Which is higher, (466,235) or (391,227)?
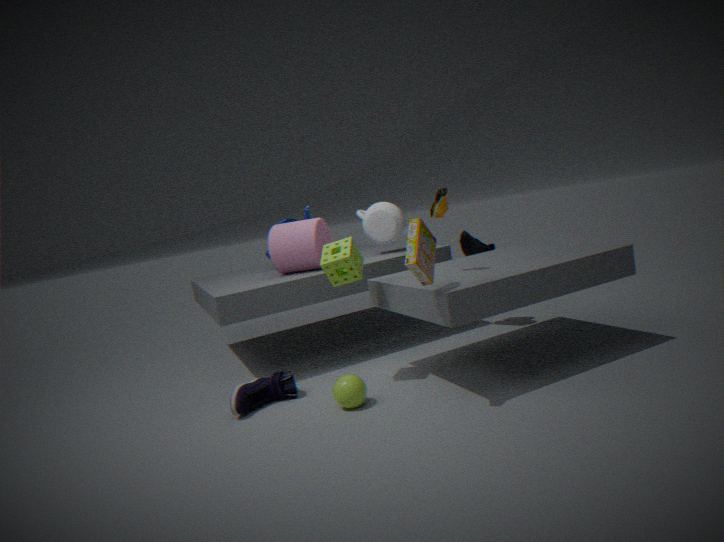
(391,227)
